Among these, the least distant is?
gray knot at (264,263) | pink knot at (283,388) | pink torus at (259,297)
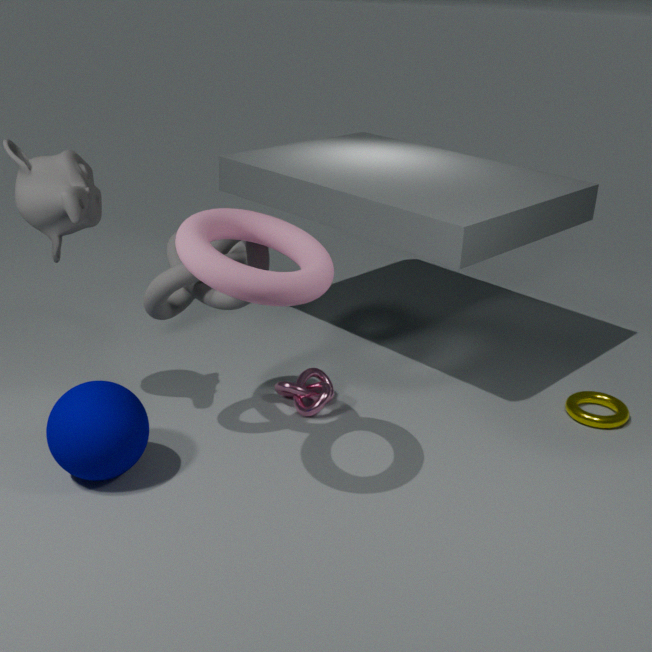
pink torus at (259,297)
